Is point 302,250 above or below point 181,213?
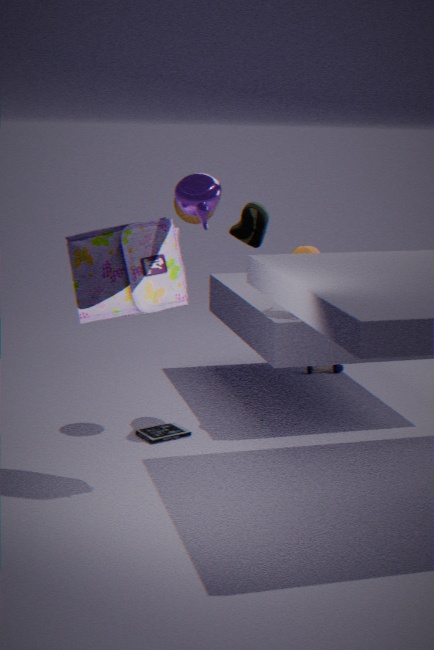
below
